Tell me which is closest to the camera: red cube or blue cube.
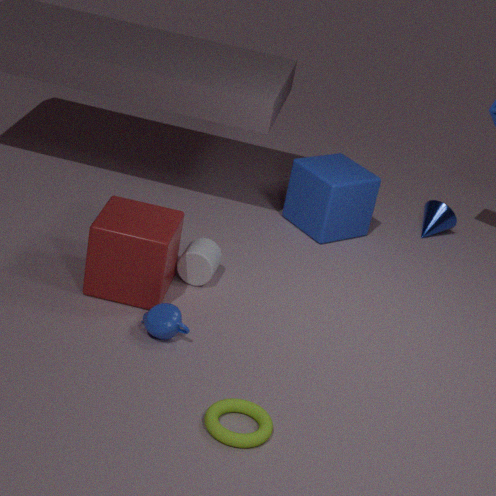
red cube
